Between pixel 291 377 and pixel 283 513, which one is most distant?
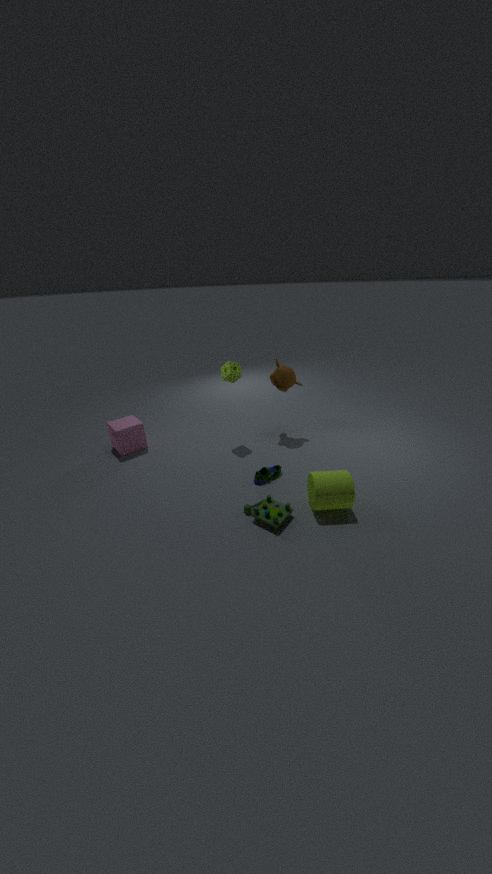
pixel 291 377
